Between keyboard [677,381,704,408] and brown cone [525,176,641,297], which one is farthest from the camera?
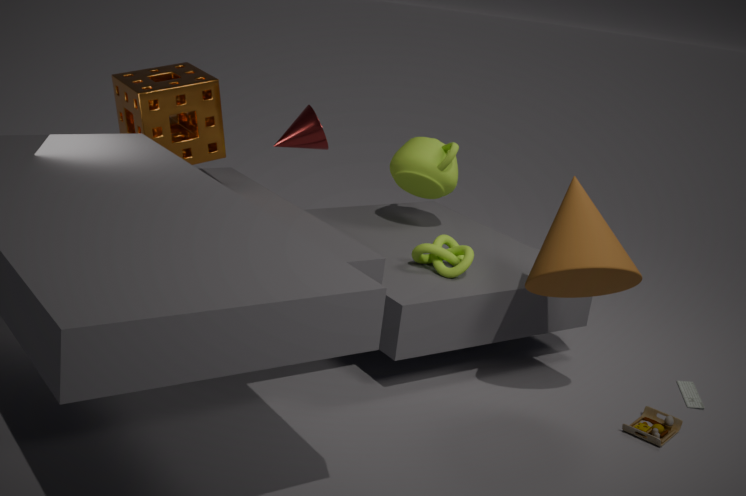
keyboard [677,381,704,408]
